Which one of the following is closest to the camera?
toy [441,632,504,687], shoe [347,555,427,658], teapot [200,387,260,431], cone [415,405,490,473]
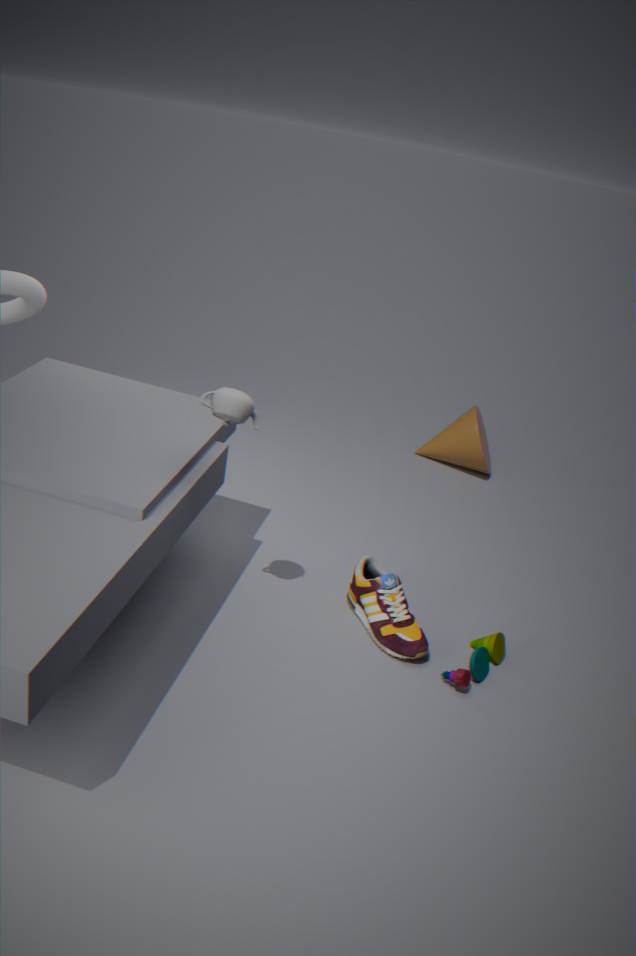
teapot [200,387,260,431]
